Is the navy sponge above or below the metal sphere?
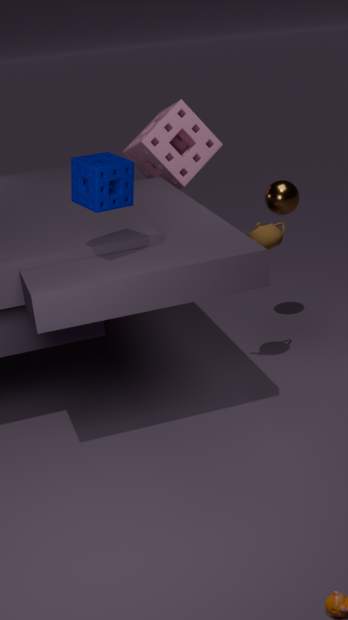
above
